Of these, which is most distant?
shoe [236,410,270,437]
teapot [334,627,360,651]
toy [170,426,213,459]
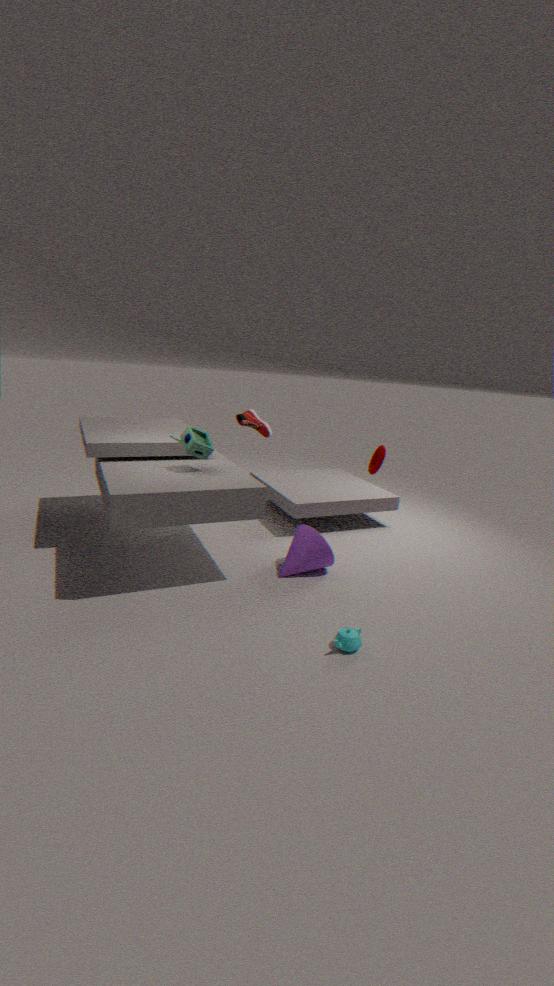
shoe [236,410,270,437]
